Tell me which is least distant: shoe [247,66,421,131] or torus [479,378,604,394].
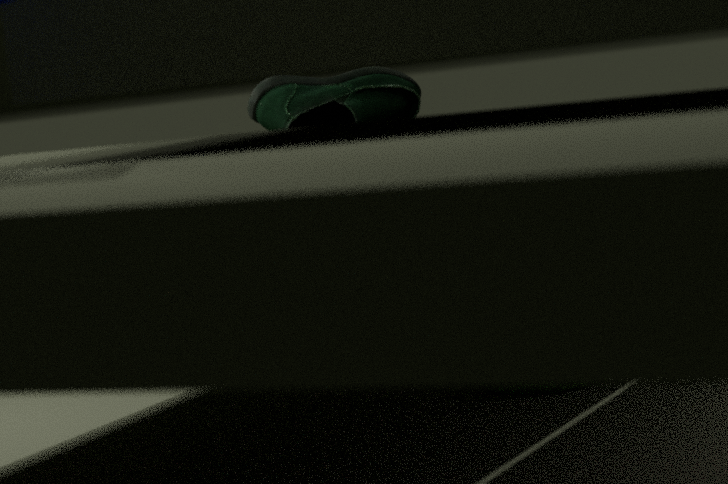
torus [479,378,604,394]
